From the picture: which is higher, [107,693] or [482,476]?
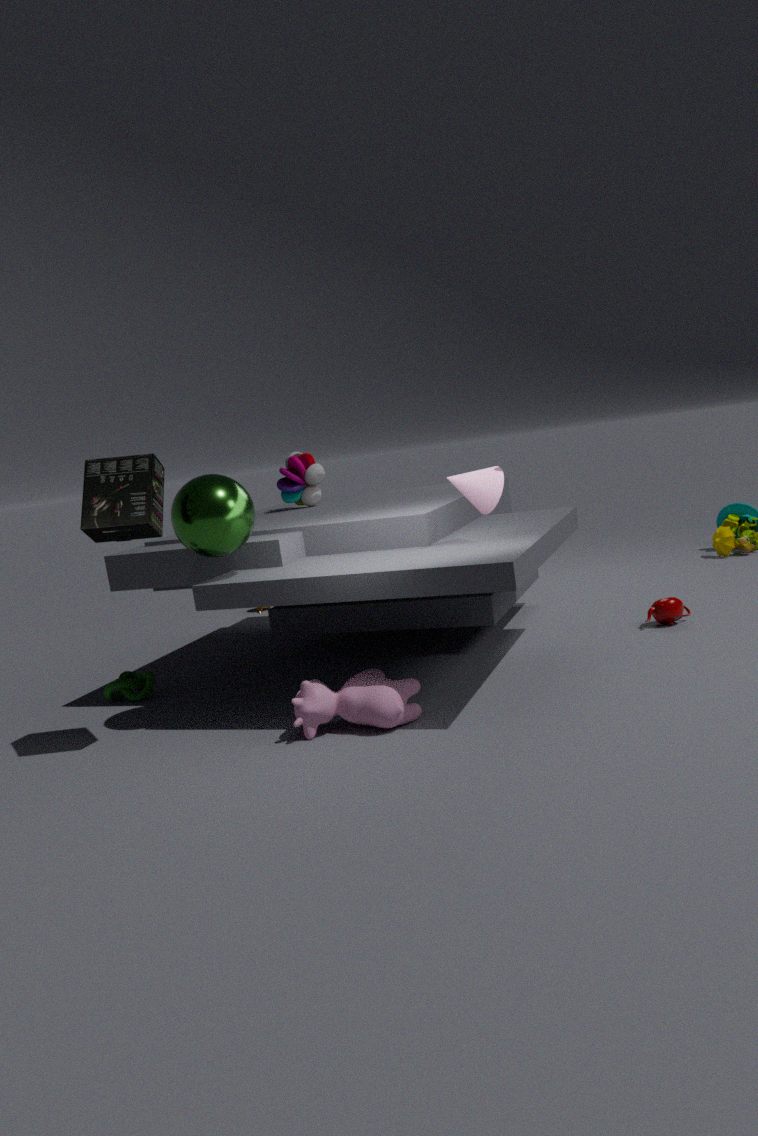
[482,476]
